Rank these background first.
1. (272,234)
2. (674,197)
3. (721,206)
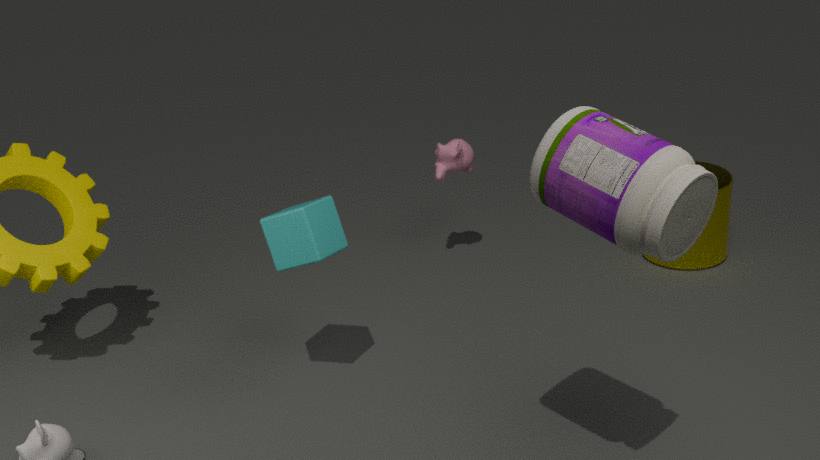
(721,206) → (272,234) → (674,197)
